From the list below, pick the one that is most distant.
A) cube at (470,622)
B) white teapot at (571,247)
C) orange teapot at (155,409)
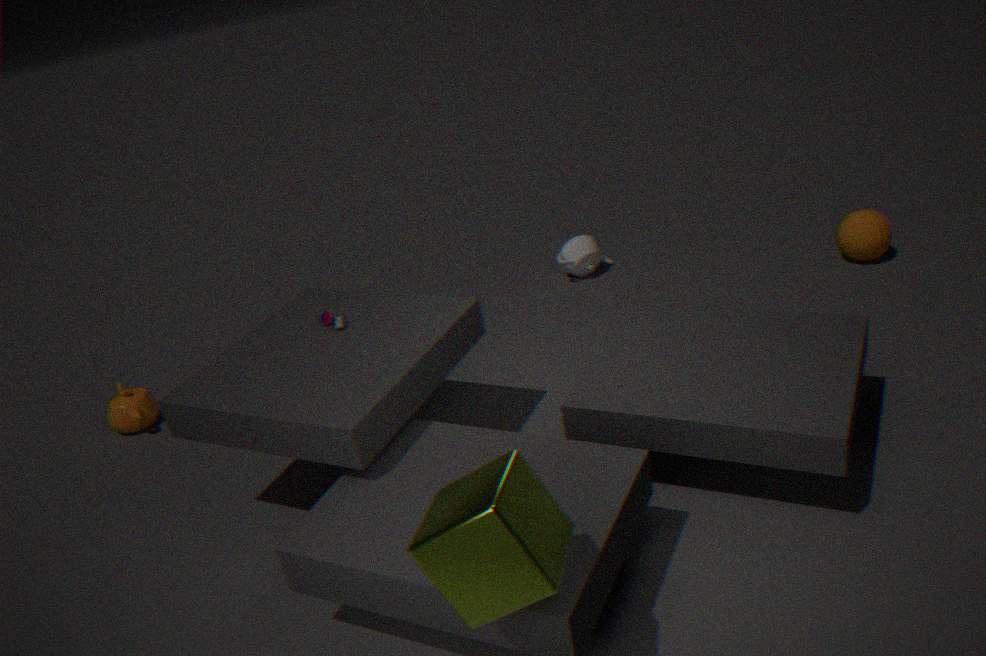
B. white teapot at (571,247)
